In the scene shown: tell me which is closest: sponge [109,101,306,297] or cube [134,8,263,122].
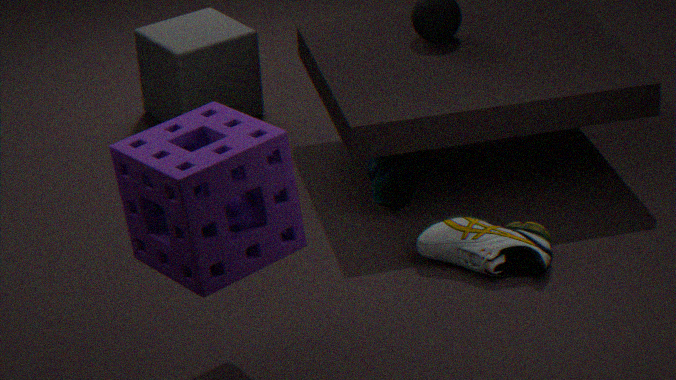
sponge [109,101,306,297]
